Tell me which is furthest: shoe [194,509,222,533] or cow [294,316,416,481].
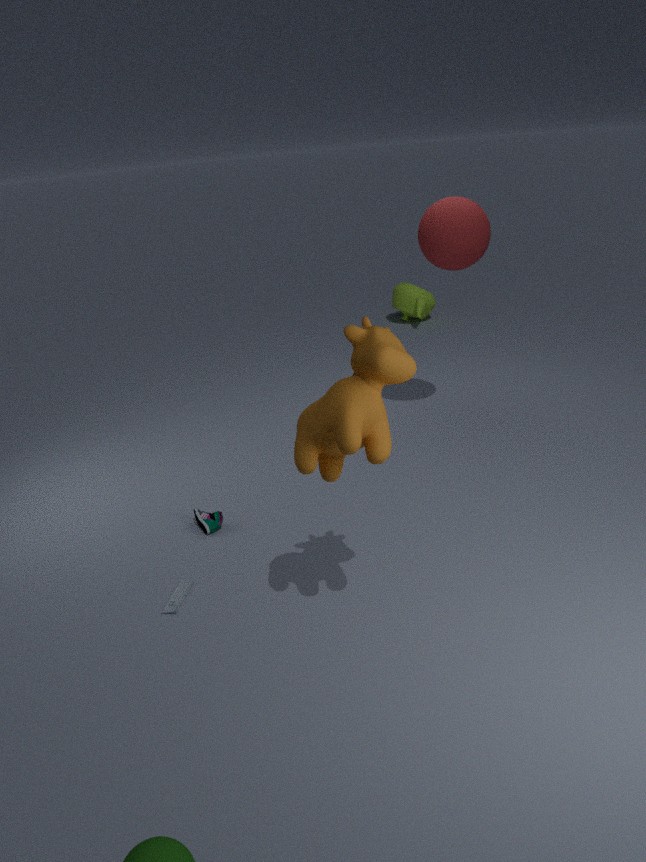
shoe [194,509,222,533]
